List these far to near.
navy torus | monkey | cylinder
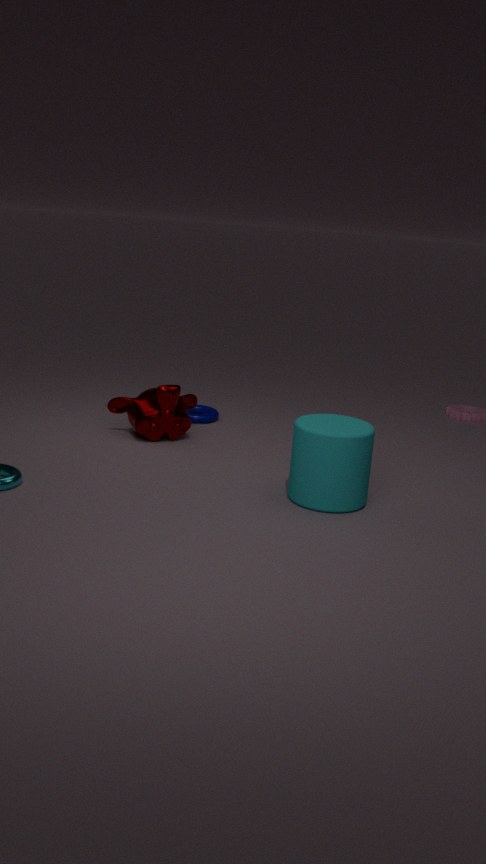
navy torus, monkey, cylinder
